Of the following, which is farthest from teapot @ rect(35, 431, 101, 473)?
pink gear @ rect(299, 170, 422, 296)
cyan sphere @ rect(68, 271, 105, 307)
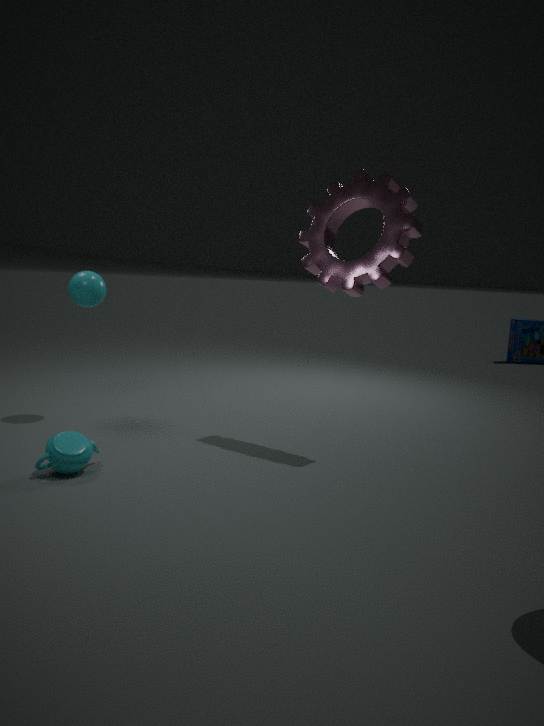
pink gear @ rect(299, 170, 422, 296)
